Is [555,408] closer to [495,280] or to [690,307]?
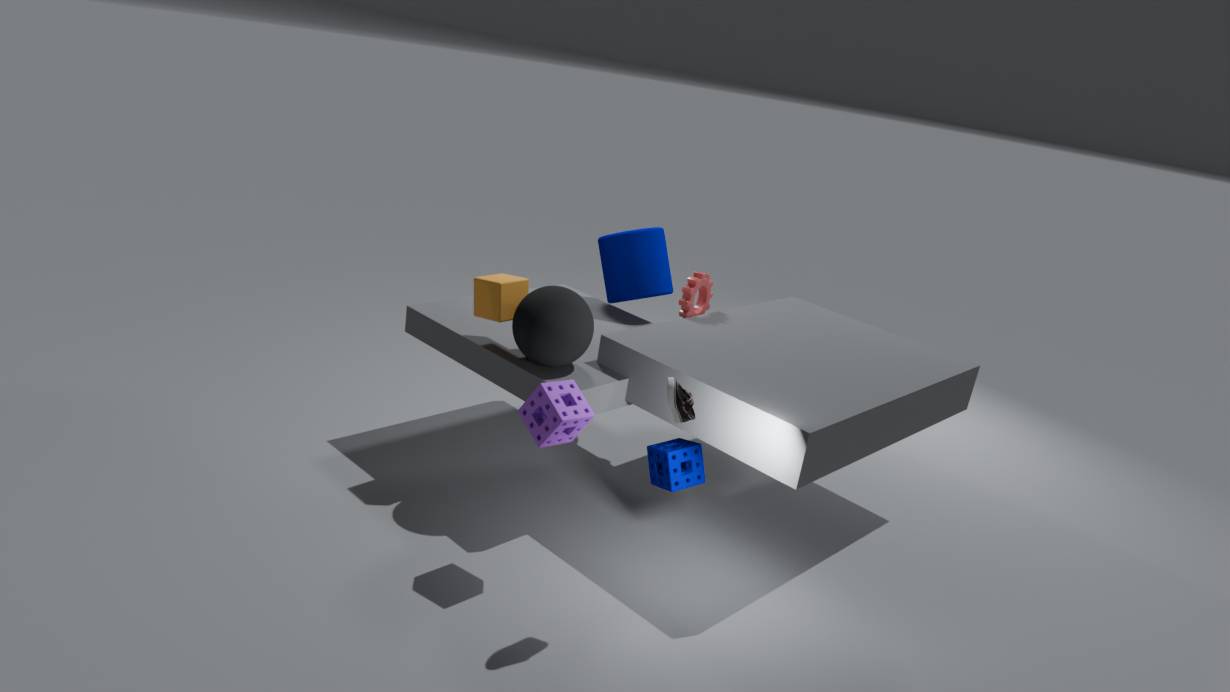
[495,280]
